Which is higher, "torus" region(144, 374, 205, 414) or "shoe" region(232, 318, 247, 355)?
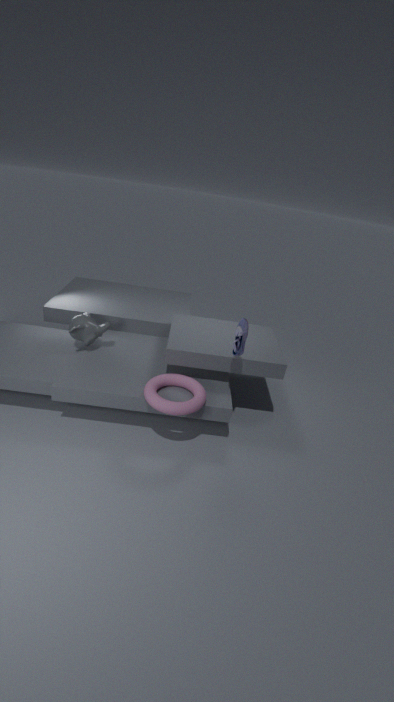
"shoe" region(232, 318, 247, 355)
